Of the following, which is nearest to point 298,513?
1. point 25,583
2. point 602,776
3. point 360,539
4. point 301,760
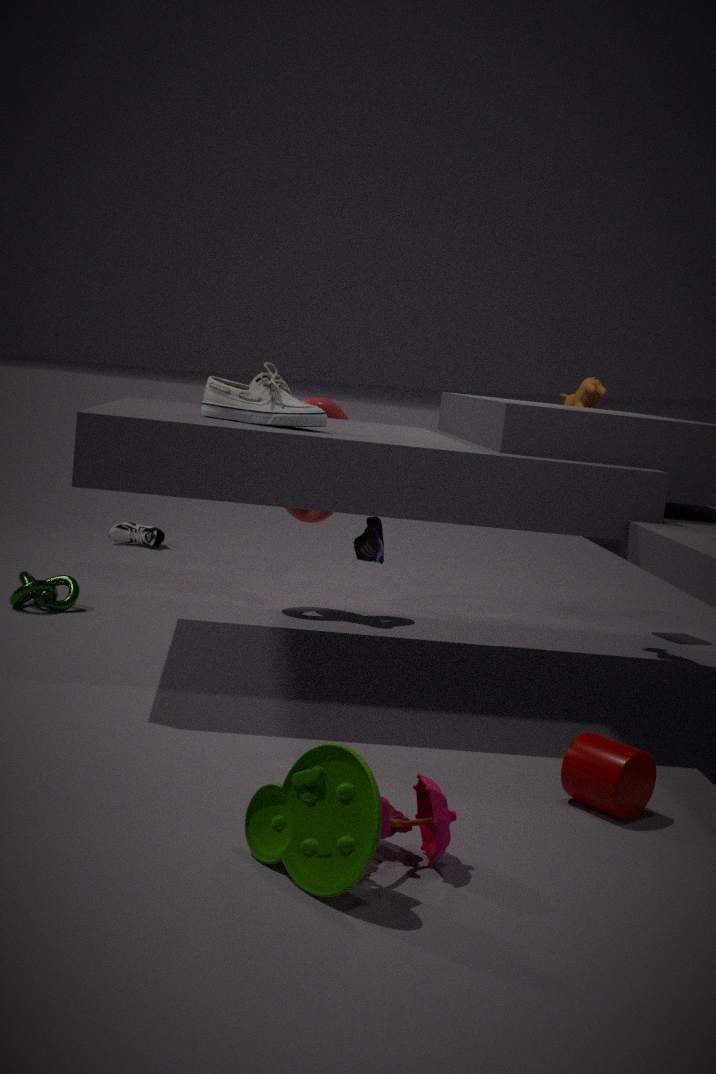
point 360,539
